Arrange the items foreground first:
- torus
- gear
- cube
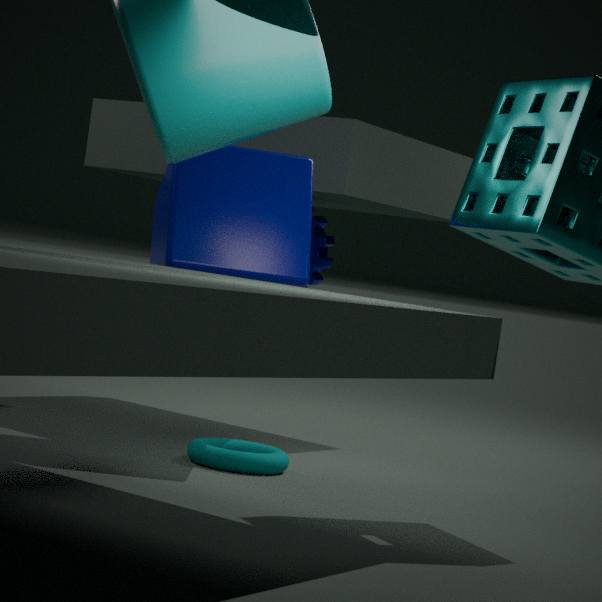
cube → torus → gear
